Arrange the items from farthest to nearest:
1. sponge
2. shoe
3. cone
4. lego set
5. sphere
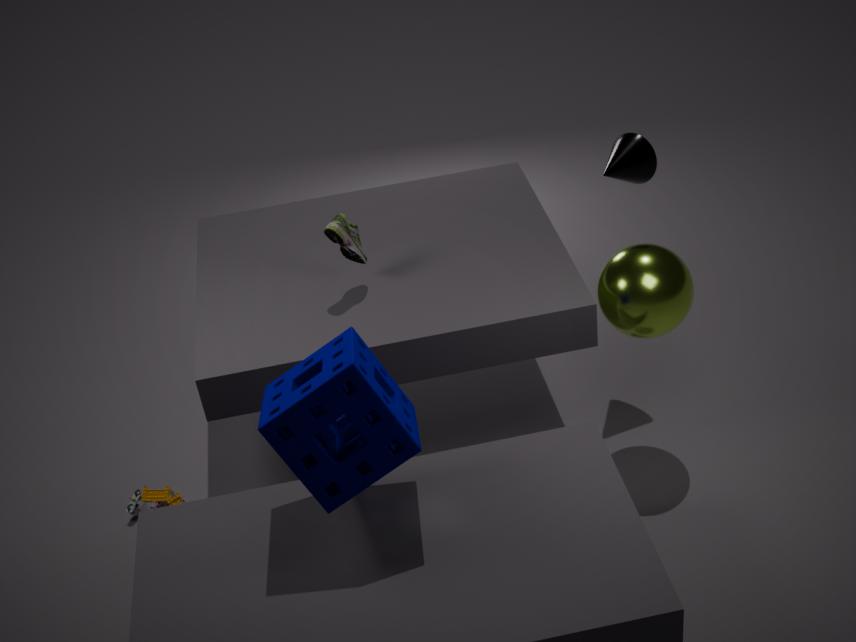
cone → lego set → shoe → sphere → sponge
